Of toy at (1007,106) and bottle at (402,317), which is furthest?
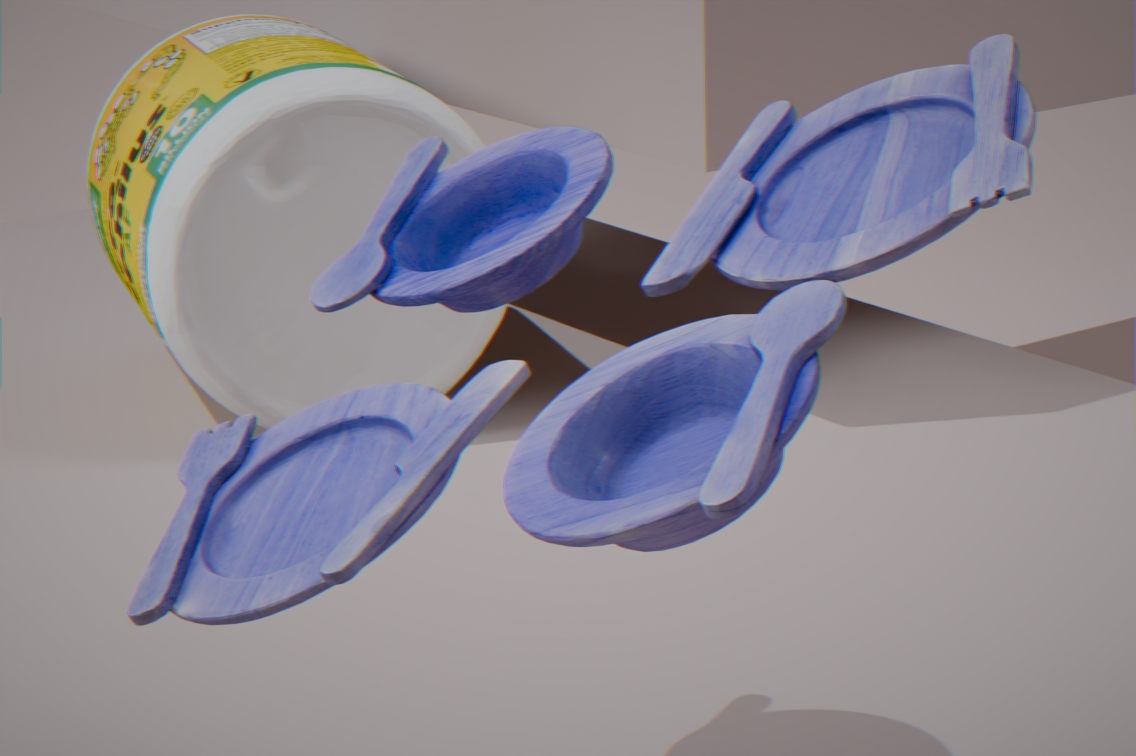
bottle at (402,317)
